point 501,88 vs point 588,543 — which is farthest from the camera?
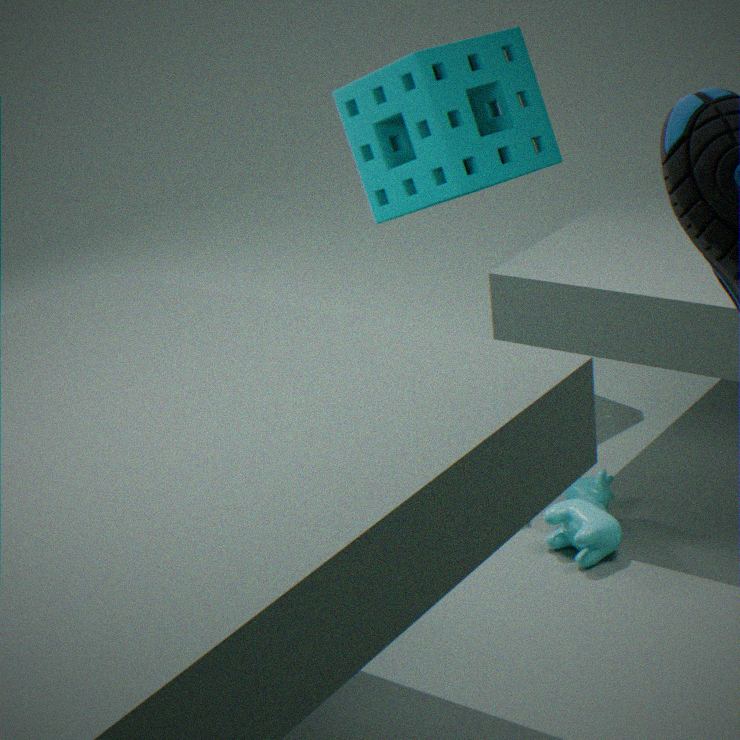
point 501,88
